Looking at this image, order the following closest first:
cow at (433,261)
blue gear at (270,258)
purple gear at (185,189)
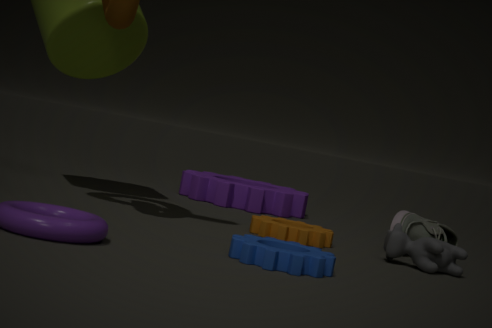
blue gear at (270,258) → cow at (433,261) → purple gear at (185,189)
